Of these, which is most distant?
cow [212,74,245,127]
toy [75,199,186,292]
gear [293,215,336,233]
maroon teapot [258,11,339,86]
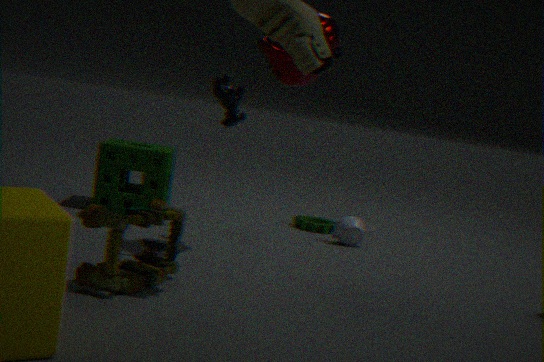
gear [293,215,336,233]
